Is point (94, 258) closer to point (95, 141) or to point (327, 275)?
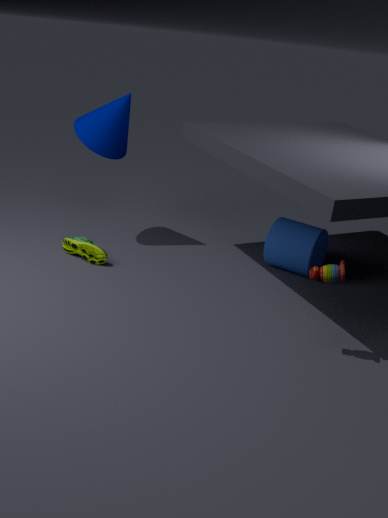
point (95, 141)
